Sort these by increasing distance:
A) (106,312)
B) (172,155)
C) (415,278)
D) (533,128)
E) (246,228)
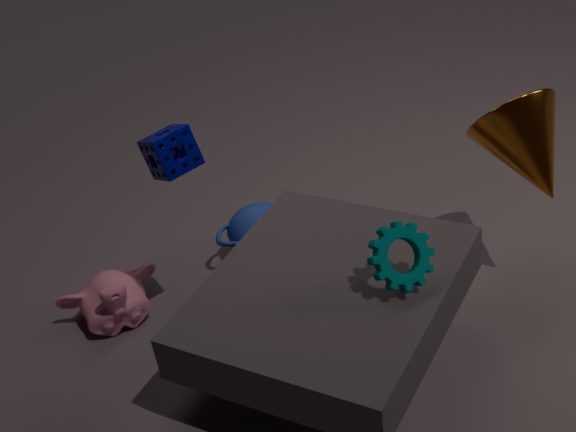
(415,278), (172,155), (533,128), (106,312), (246,228)
